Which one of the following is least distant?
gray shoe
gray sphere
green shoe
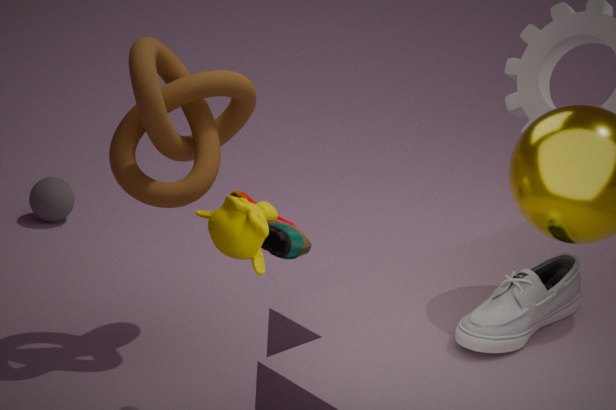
gray shoe
